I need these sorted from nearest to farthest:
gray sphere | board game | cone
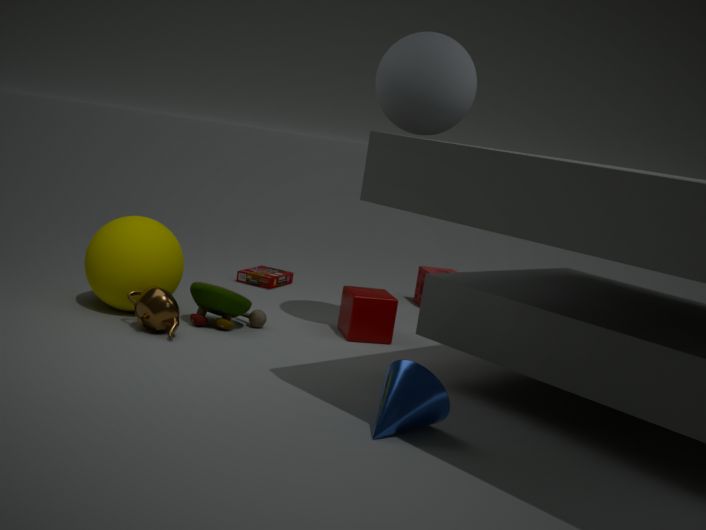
cone → gray sphere → board game
